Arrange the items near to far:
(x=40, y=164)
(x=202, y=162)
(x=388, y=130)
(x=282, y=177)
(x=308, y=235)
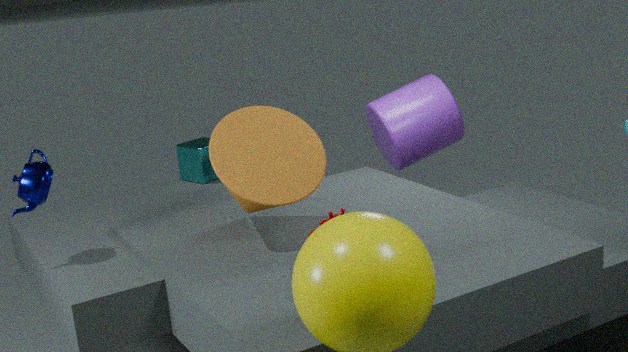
(x=308, y=235), (x=282, y=177), (x=40, y=164), (x=388, y=130), (x=202, y=162)
